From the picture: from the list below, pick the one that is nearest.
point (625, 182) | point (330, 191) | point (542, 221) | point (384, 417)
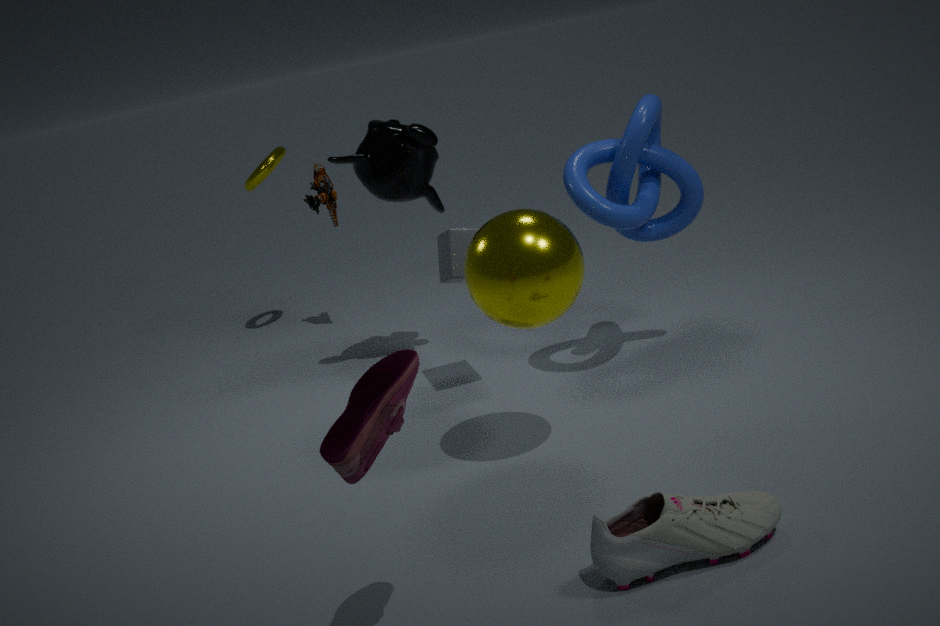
point (384, 417)
